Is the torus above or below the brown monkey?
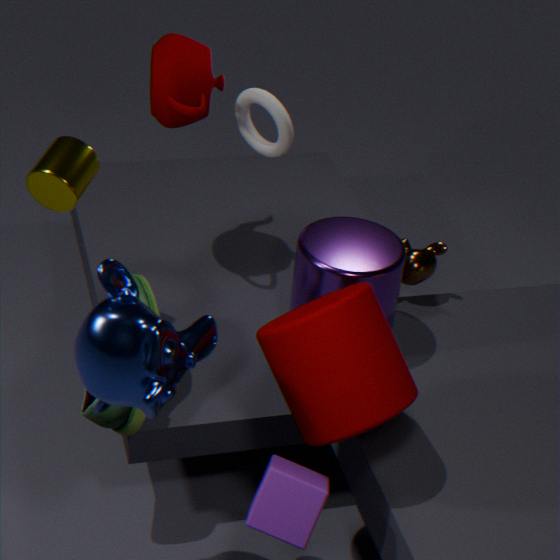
above
